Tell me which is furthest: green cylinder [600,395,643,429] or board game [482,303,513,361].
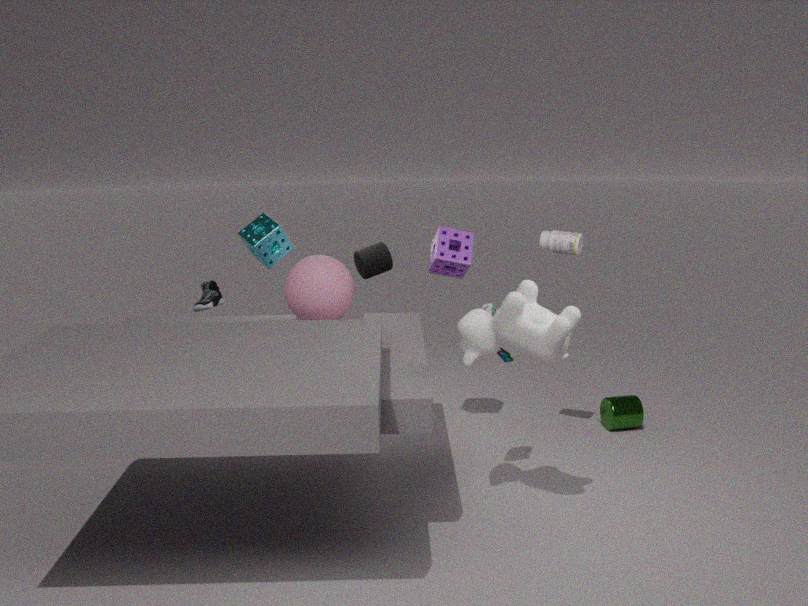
green cylinder [600,395,643,429]
